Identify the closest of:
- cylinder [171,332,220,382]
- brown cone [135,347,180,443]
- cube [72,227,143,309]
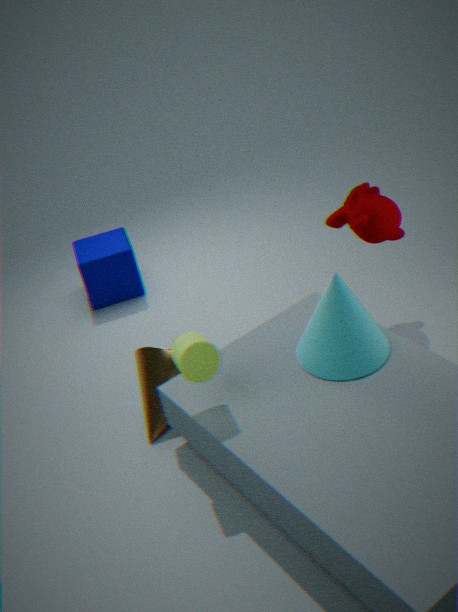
cylinder [171,332,220,382]
